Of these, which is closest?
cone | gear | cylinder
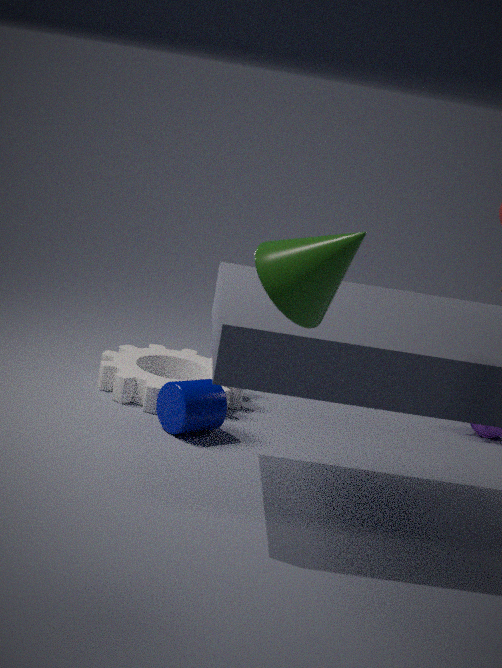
cone
